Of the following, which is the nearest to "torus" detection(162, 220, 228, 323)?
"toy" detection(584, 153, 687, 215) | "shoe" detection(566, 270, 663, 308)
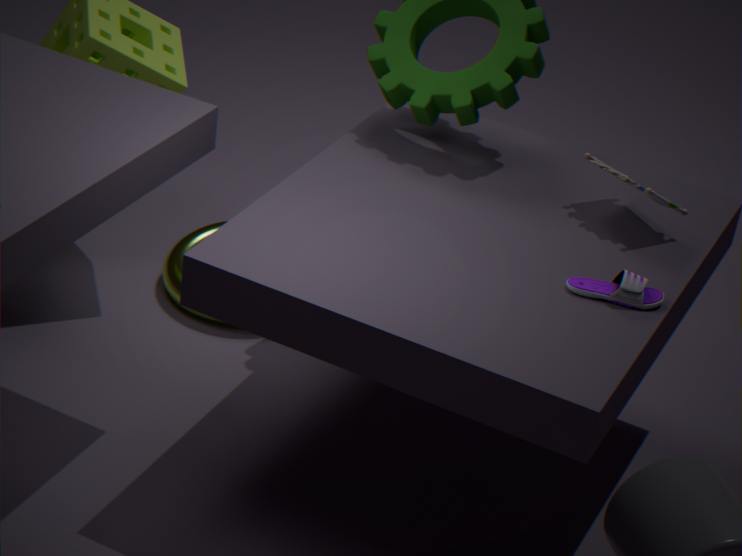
"toy" detection(584, 153, 687, 215)
